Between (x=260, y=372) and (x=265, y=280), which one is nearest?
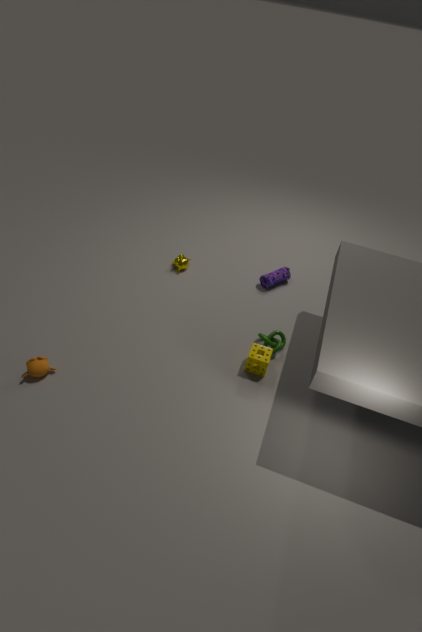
(x=260, y=372)
